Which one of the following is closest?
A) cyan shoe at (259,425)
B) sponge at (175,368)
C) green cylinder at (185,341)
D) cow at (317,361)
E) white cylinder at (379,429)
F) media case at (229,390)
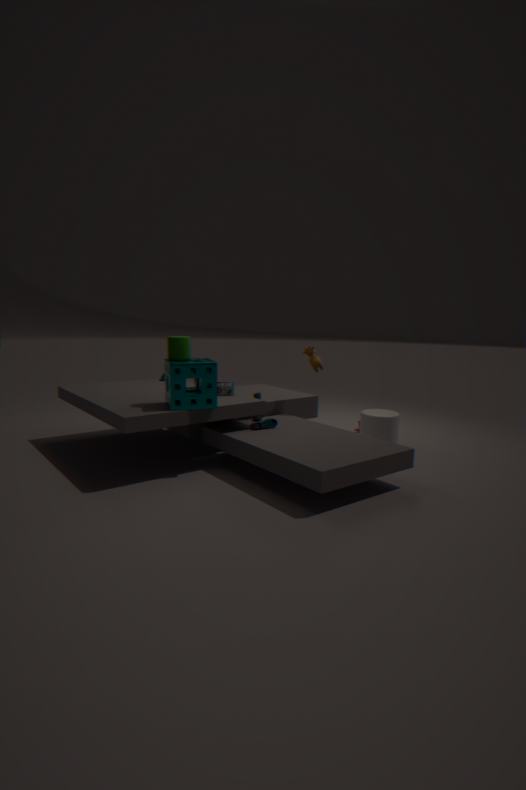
sponge at (175,368)
